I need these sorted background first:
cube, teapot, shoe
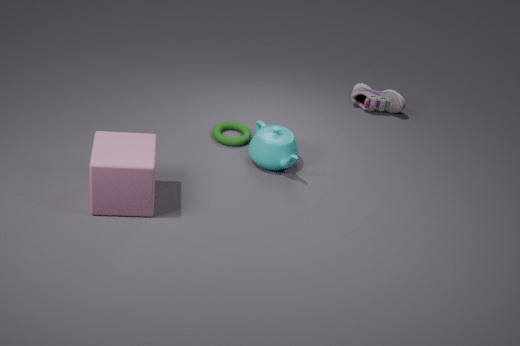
shoe, teapot, cube
